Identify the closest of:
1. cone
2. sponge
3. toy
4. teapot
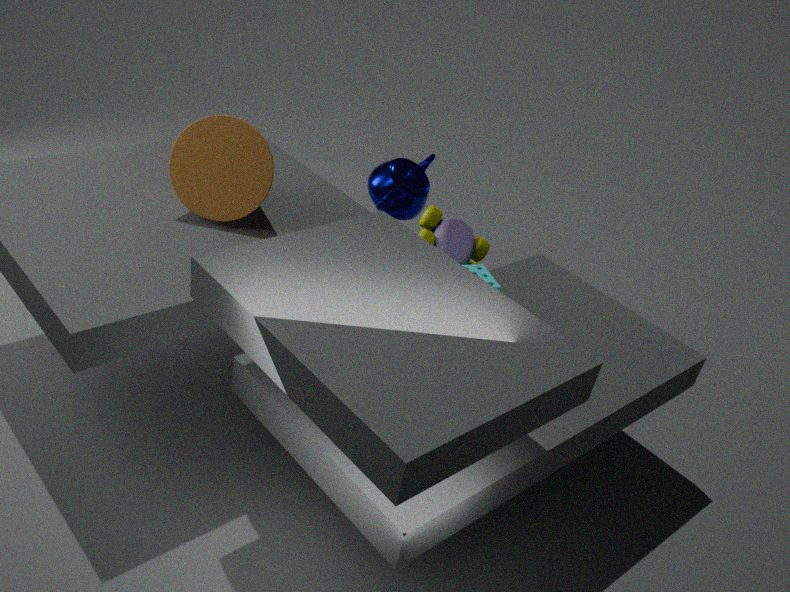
cone
